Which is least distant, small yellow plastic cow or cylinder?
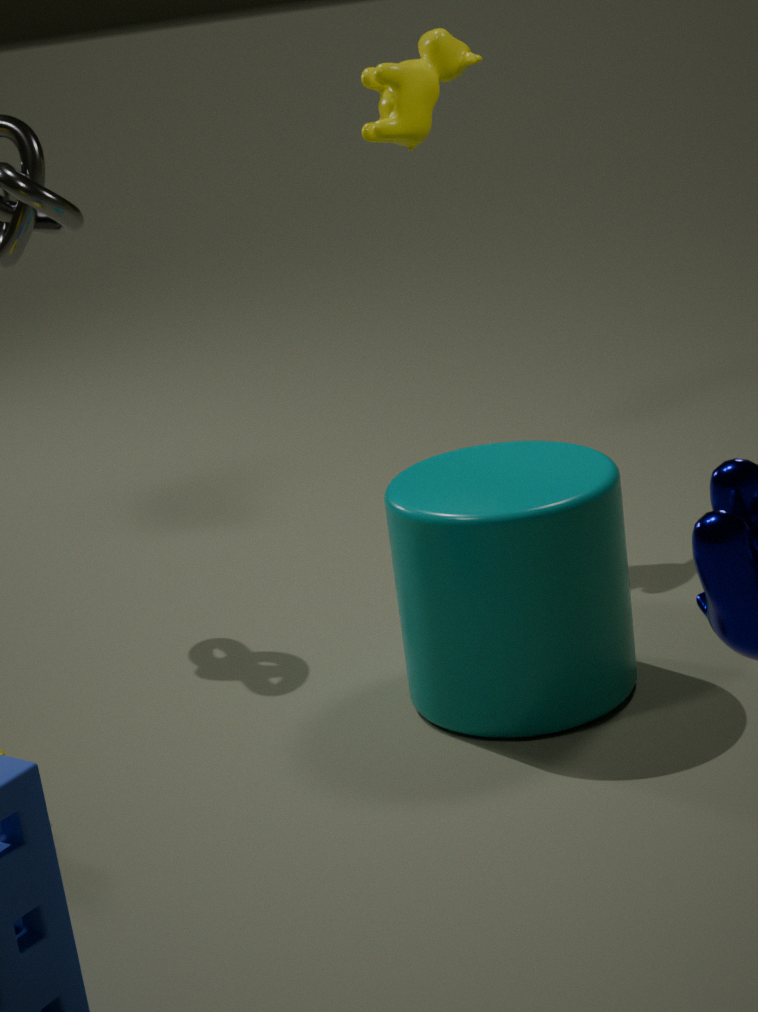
cylinder
